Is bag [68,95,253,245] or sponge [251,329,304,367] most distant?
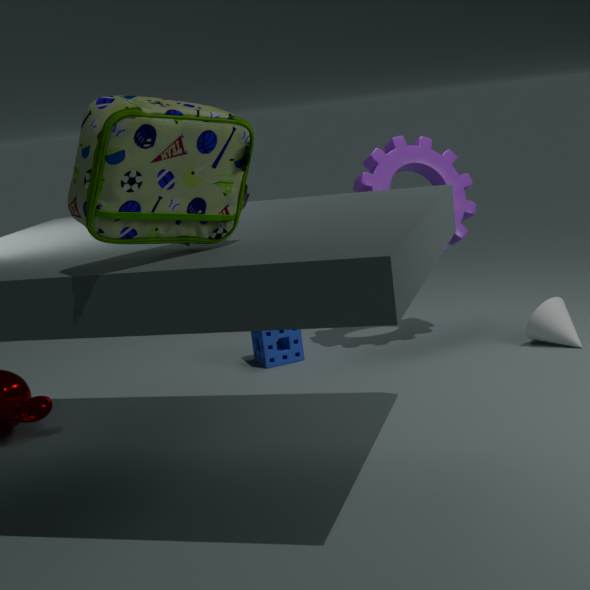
sponge [251,329,304,367]
